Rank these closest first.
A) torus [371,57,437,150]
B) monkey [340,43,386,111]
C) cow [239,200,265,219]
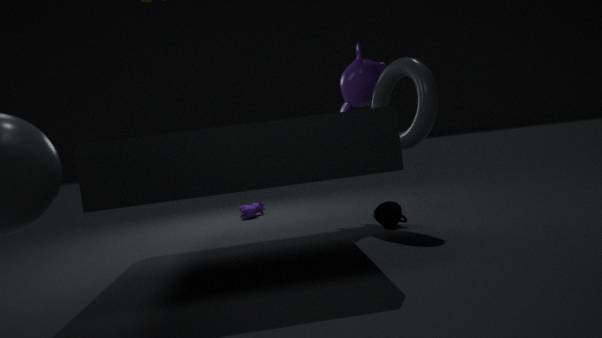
1. A. torus [371,57,437,150]
2. B. monkey [340,43,386,111]
3. C. cow [239,200,265,219]
